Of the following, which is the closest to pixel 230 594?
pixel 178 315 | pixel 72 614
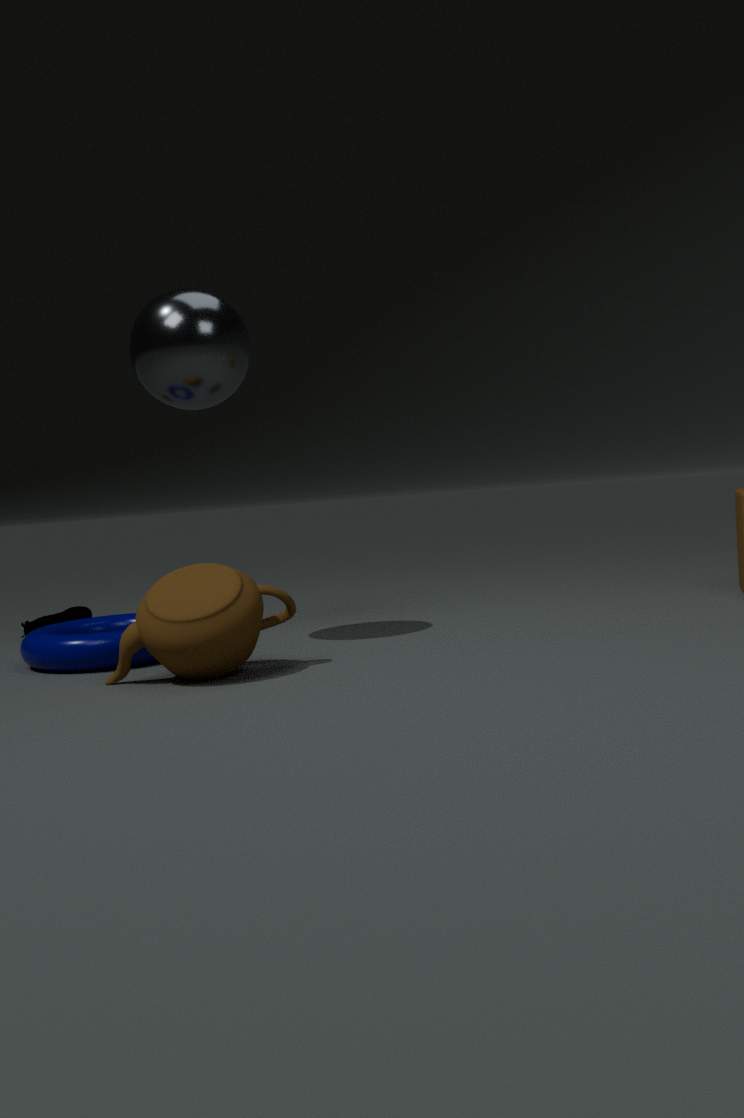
pixel 178 315
